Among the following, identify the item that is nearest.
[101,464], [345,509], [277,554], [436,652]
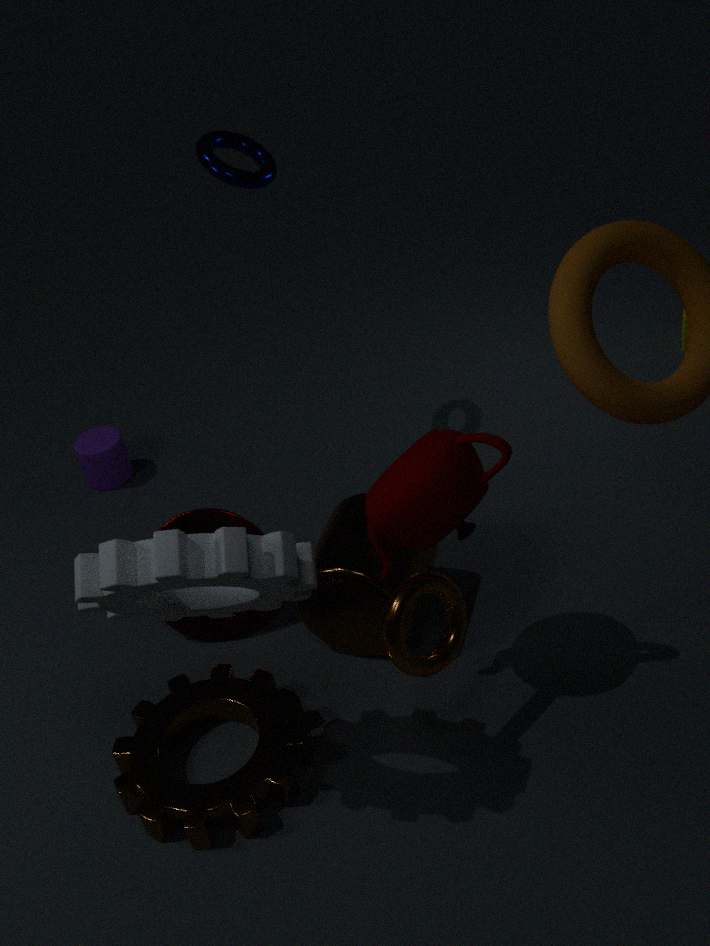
[277,554]
